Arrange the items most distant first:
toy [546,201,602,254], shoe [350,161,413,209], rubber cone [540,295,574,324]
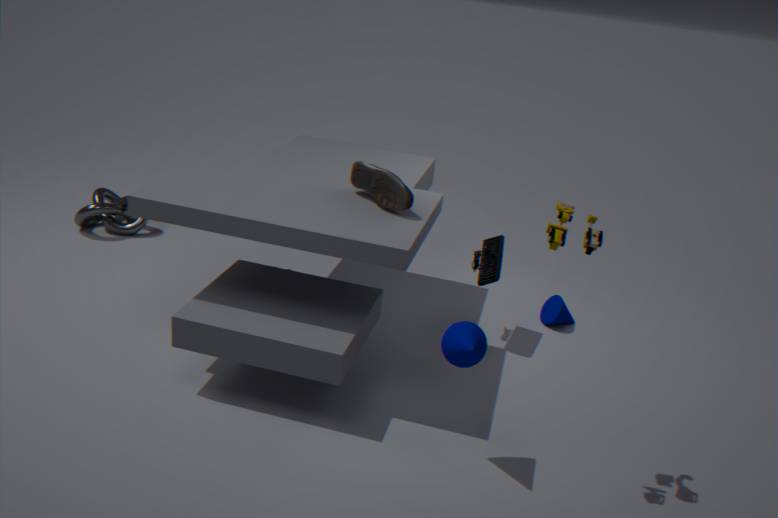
rubber cone [540,295,574,324], shoe [350,161,413,209], toy [546,201,602,254]
